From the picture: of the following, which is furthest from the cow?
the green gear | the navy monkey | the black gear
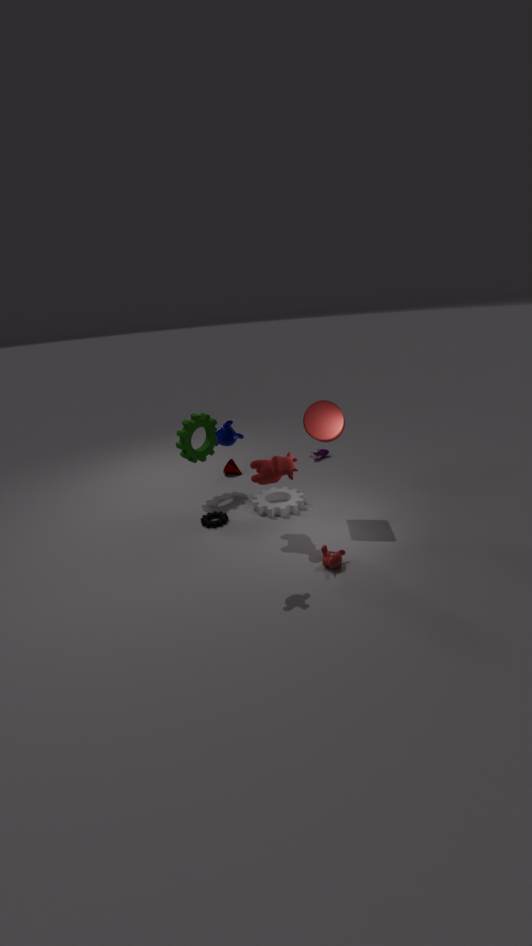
the green gear
